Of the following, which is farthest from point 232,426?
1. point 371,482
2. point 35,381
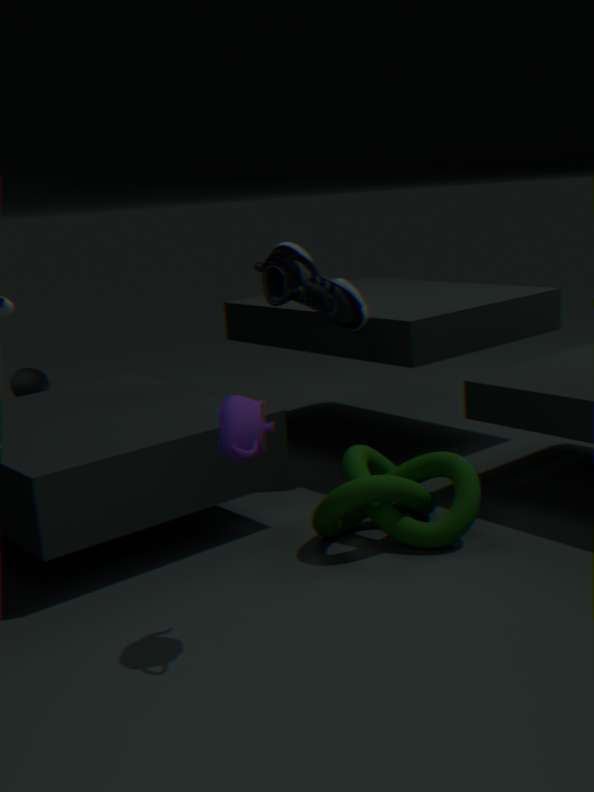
point 35,381
